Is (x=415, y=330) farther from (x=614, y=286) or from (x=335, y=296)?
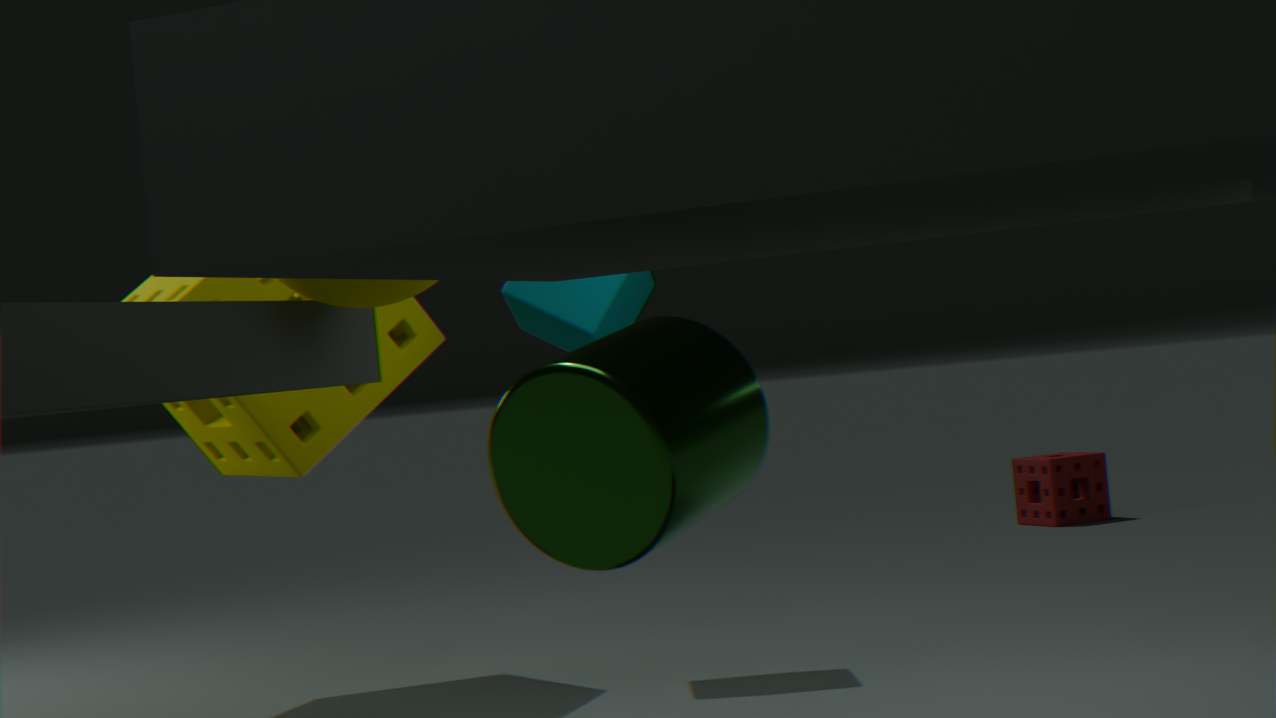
(x=335, y=296)
